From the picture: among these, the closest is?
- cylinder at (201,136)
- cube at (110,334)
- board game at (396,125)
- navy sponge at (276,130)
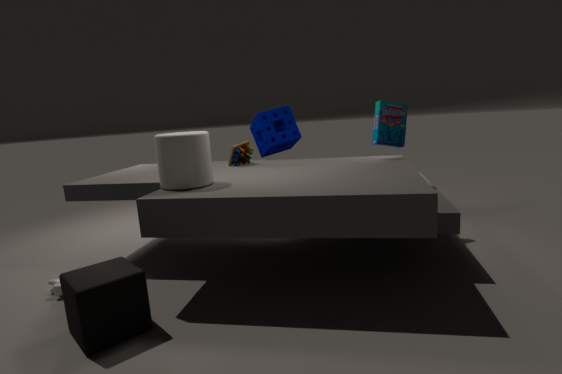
cube at (110,334)
